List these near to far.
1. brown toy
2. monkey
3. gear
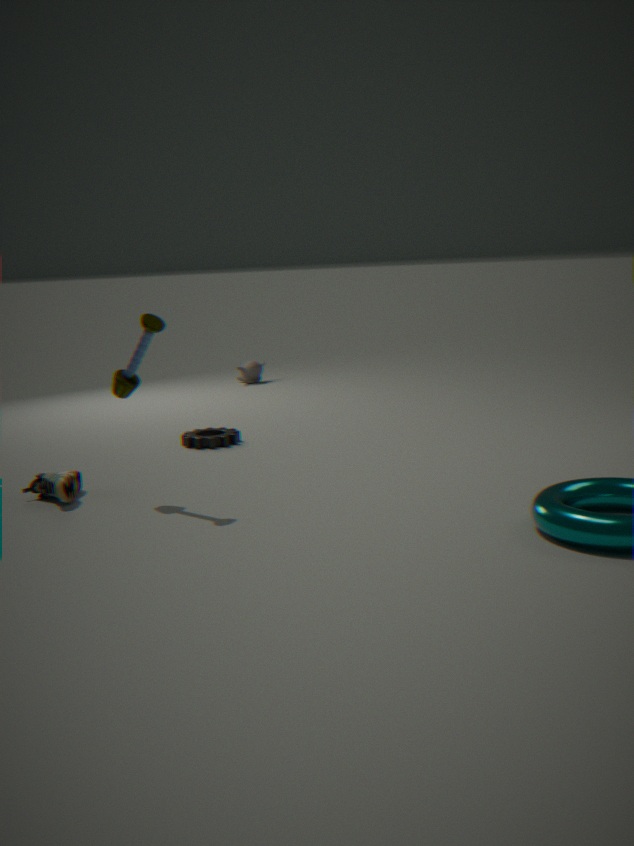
brown toy
gear
monkey
